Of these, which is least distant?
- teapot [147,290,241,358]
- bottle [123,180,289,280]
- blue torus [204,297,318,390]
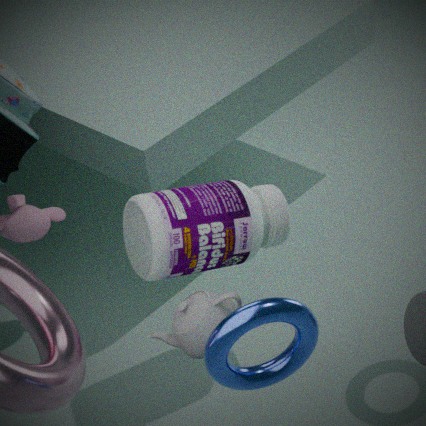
blue torus [204,297,318,390]
